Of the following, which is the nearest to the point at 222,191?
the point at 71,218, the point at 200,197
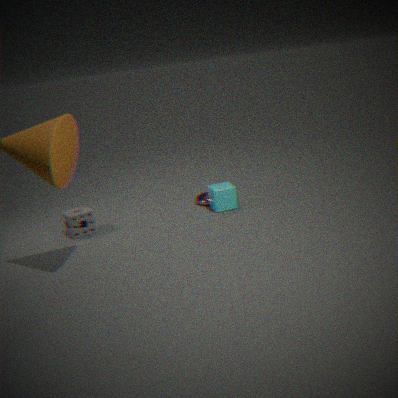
the point at 200,197
